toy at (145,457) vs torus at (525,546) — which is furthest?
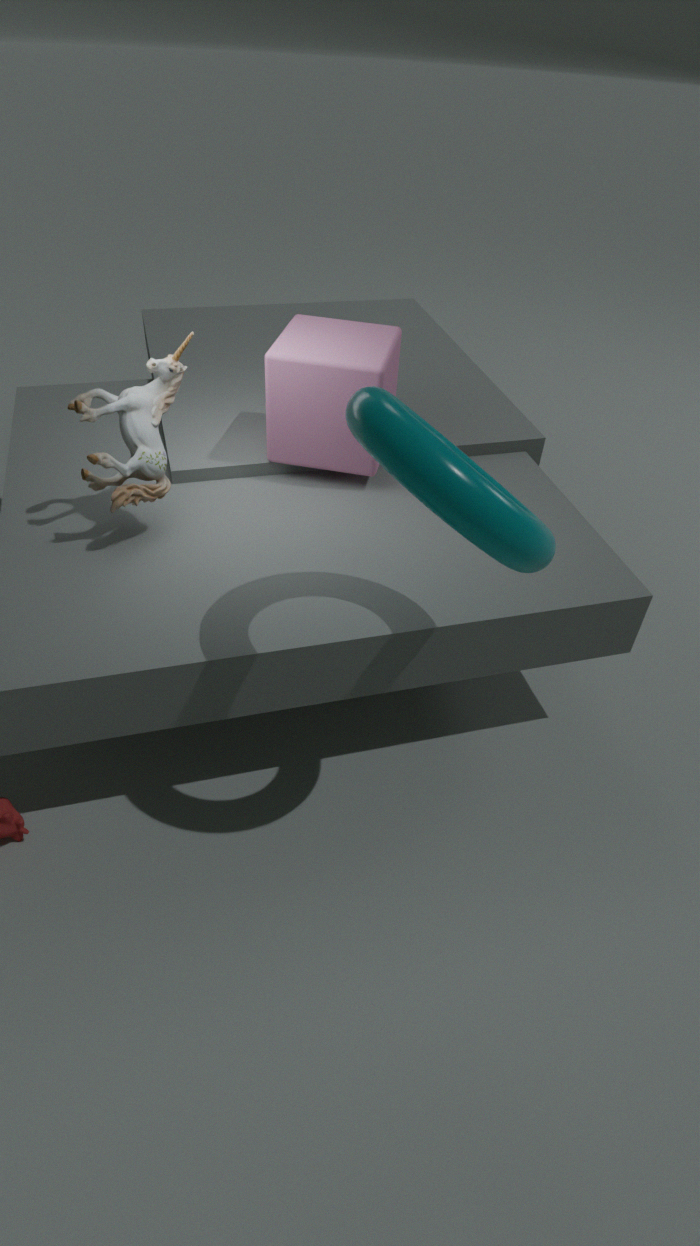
toy at (145,457)
